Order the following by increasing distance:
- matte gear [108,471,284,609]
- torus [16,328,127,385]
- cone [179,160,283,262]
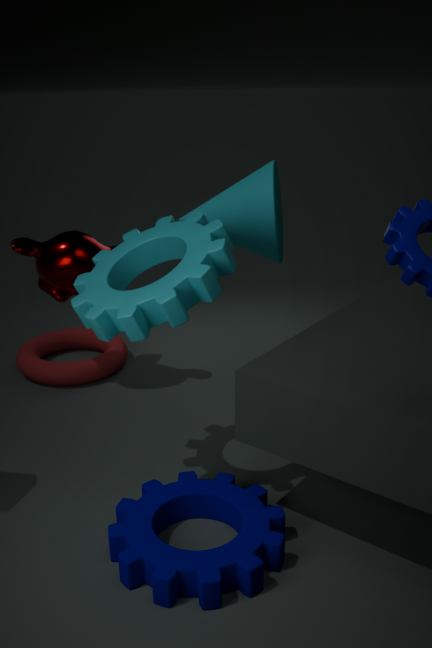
matte gear [108,471,284,609], cone [179,160,283,262], torus [16,328,127,385]
